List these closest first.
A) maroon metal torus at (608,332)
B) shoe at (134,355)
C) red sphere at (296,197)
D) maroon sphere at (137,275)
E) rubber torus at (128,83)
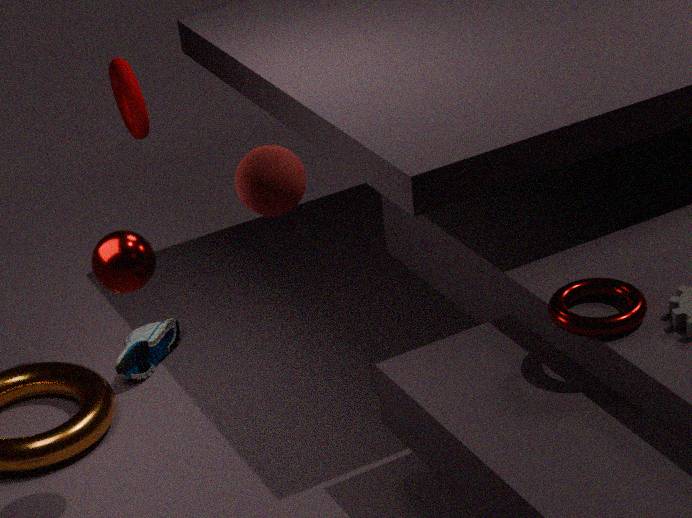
red sphere at (296,197)
maroon metal torus at (608,332)
maroon sphere at (137,275)
rubber torus at (128,83)
shoe at (134,355)
